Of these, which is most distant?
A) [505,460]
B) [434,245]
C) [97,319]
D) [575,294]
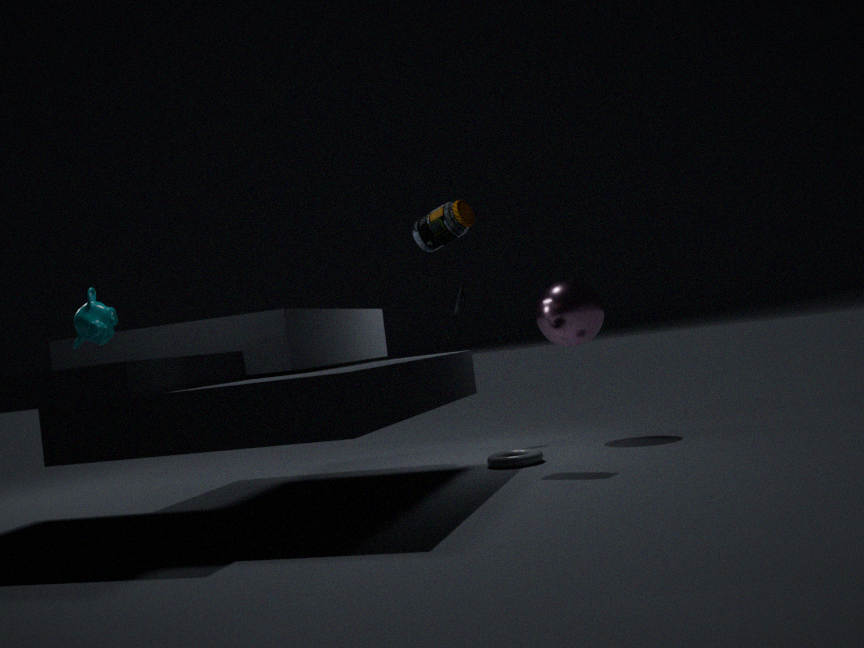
[575,294]
